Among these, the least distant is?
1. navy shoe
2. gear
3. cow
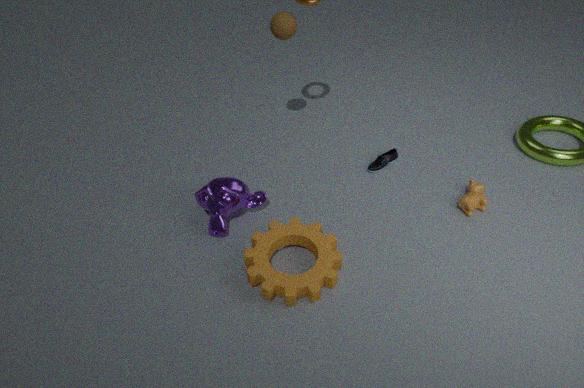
gear
